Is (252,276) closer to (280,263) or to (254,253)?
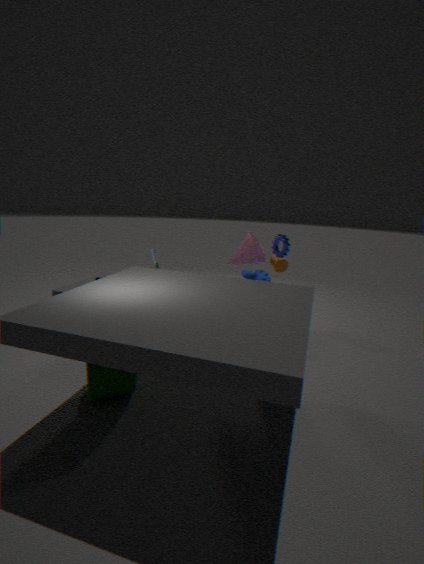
(254,253)
